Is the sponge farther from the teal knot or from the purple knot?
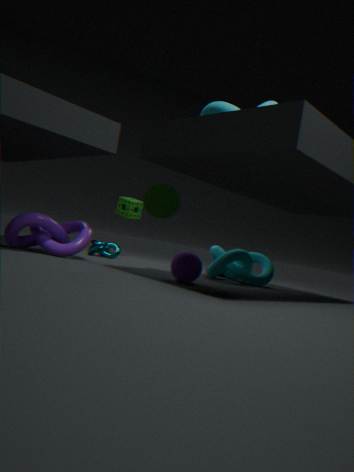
the purple knot
